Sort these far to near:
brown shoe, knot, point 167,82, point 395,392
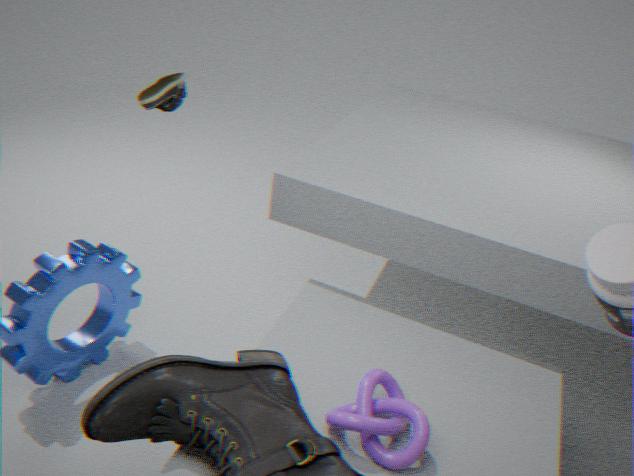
point 167,82 < point 395,392 < brown shoe < knot
